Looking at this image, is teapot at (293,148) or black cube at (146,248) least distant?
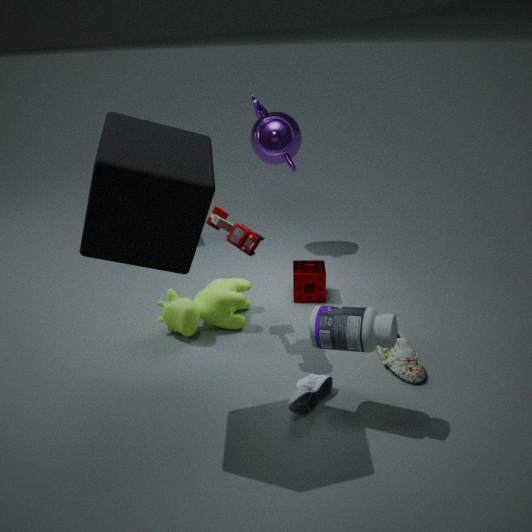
black cube at (146,248)
